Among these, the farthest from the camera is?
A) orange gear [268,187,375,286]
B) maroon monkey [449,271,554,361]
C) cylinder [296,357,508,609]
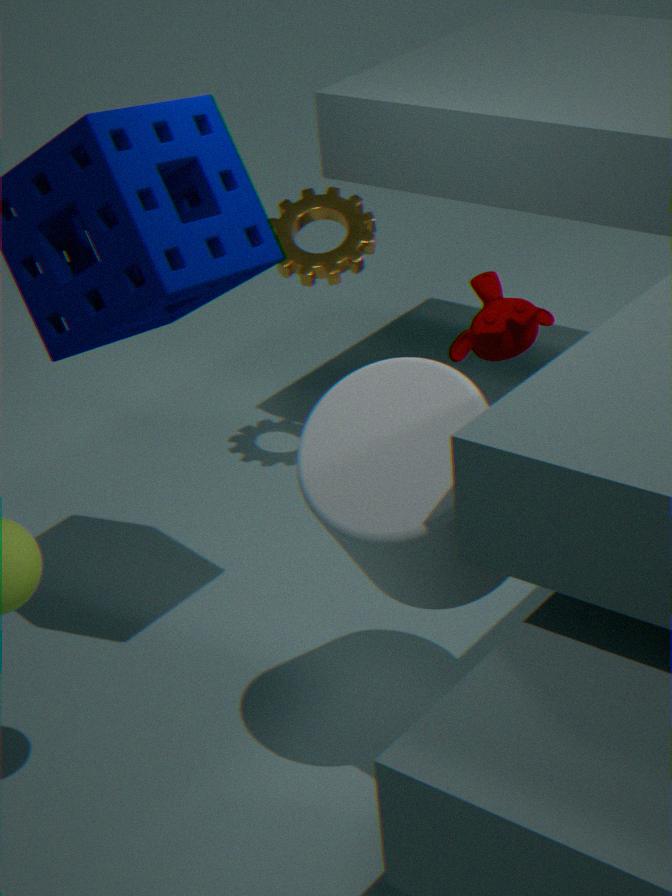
orange gear [268,187,375,286]
